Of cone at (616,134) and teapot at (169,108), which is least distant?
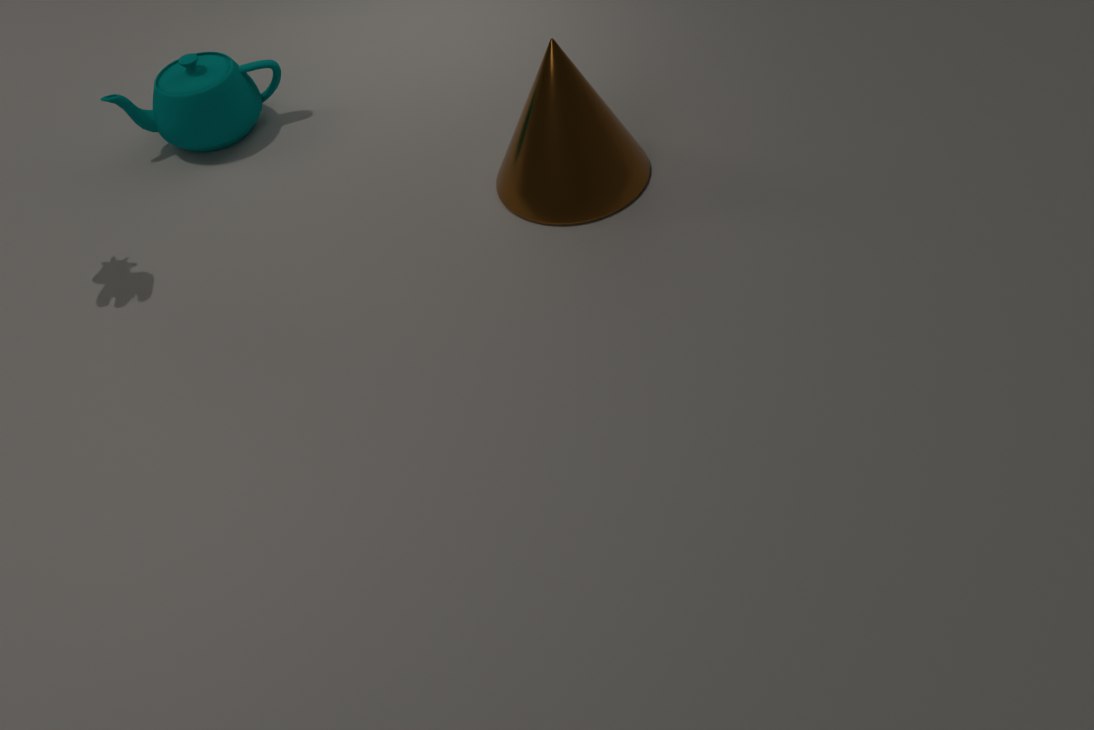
cone at (616,134)
